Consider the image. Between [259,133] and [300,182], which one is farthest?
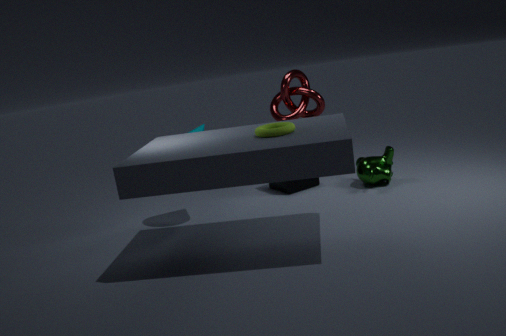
[300,182]
